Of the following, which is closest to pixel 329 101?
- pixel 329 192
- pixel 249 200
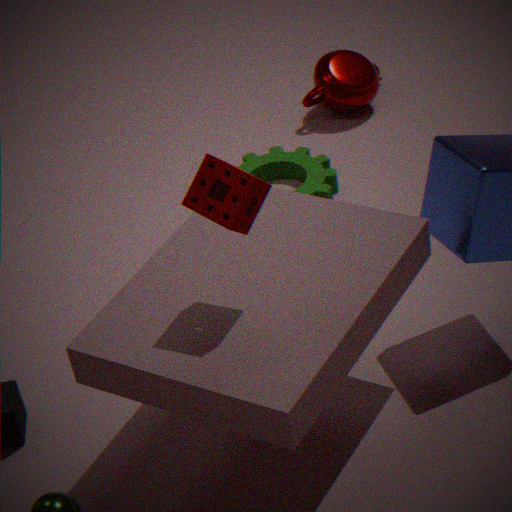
pixel 329 192
